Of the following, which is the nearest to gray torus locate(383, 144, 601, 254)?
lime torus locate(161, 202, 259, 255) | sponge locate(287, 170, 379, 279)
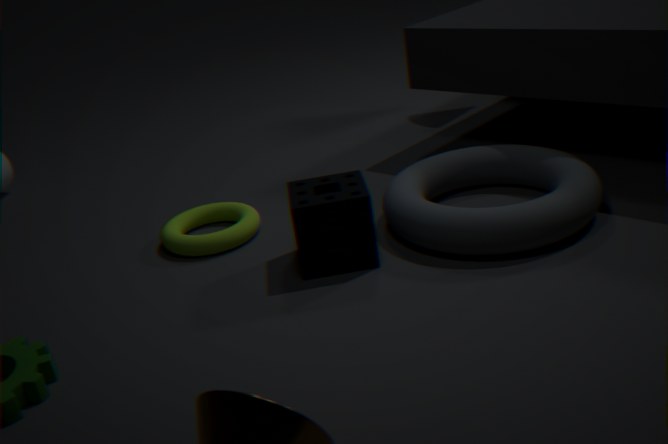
sponge locate(287, 170, 379, 279)
